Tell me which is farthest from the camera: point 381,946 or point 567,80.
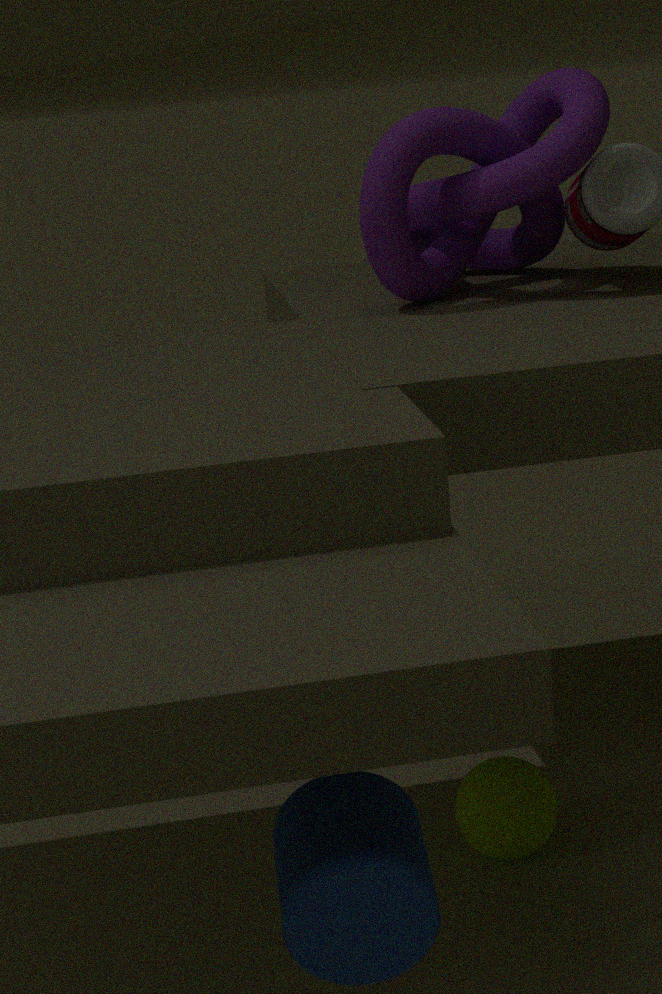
point 567,80
